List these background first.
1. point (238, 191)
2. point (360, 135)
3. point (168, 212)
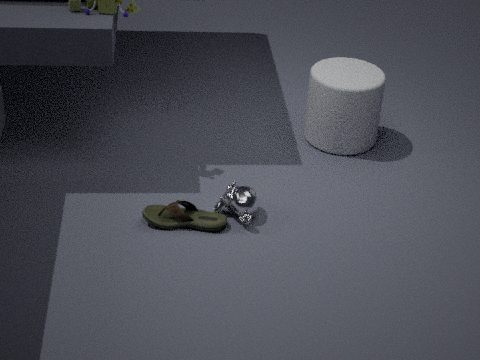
1. point (360, 135)
2. point (168, 212)
3. point (238, 191)
